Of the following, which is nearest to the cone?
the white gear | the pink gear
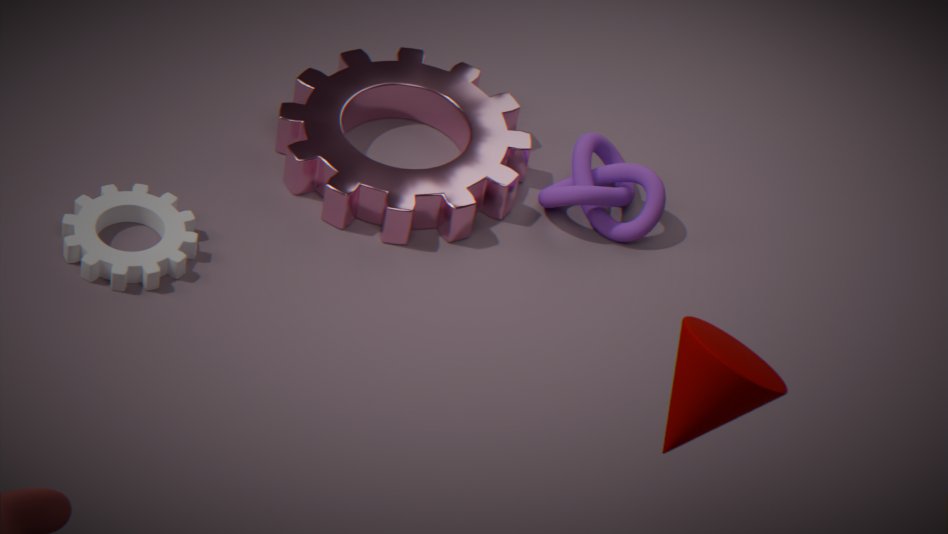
the pink gear
